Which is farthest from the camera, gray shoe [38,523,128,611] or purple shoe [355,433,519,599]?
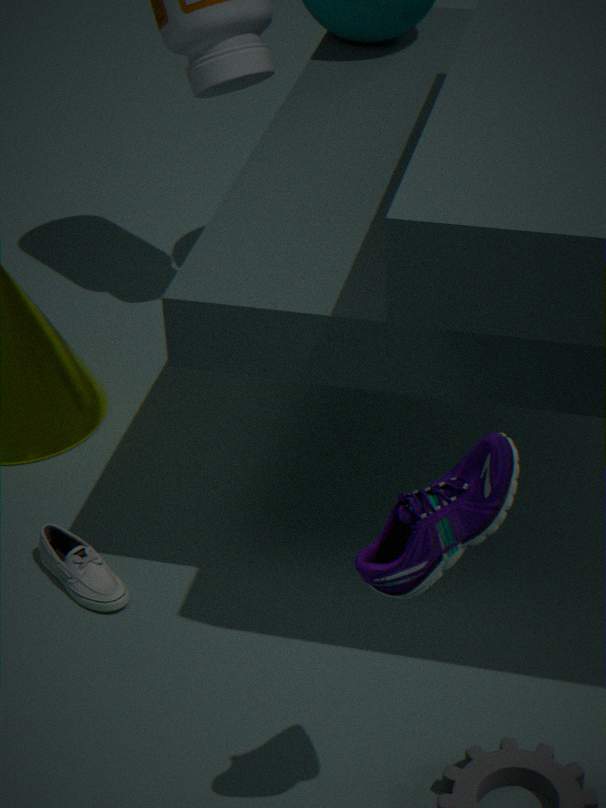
gray shoe [38,523,128,611]
